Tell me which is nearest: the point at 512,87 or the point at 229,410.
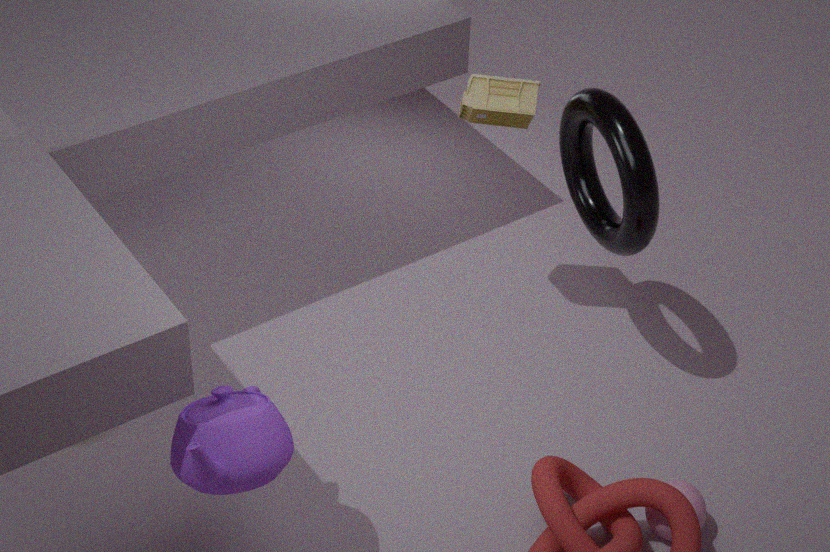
the point at 229,410
